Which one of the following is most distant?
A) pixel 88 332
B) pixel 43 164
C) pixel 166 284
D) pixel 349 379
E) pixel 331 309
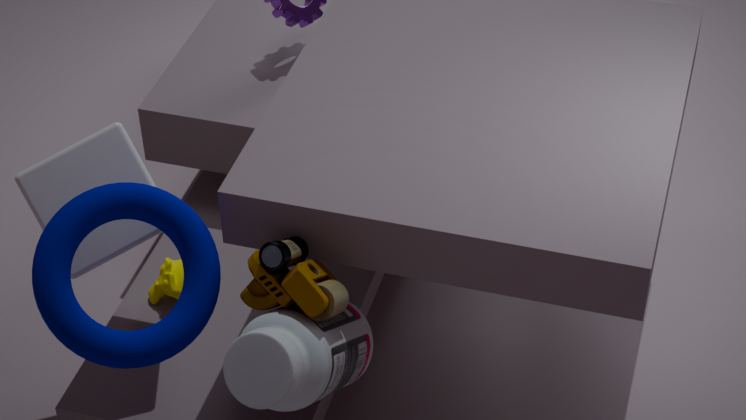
pixel 166 284
